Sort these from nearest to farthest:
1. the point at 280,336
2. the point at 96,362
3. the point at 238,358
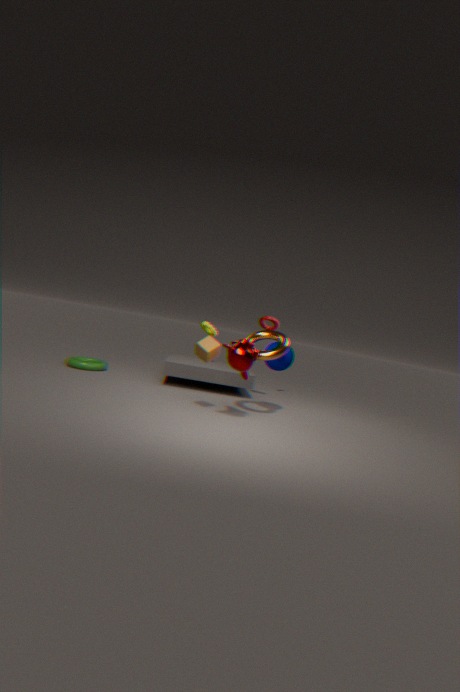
the point at 238,358 < the point at 280,336 < the point at 96,362
